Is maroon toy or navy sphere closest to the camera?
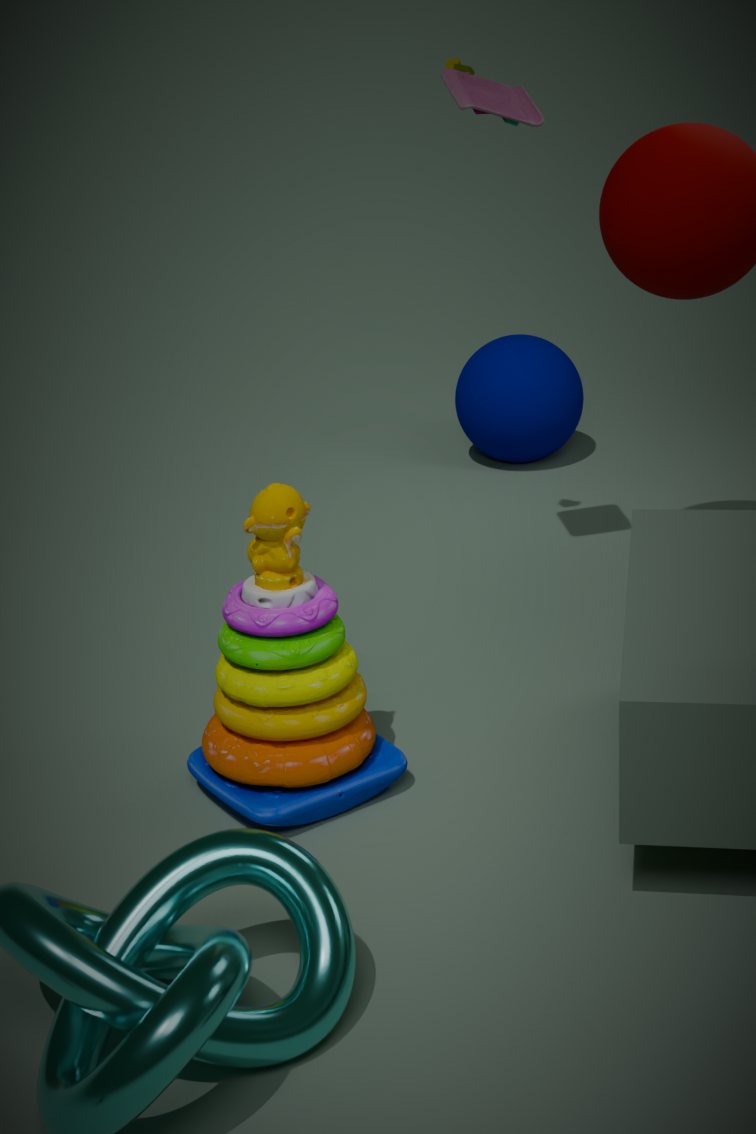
maroon toy
